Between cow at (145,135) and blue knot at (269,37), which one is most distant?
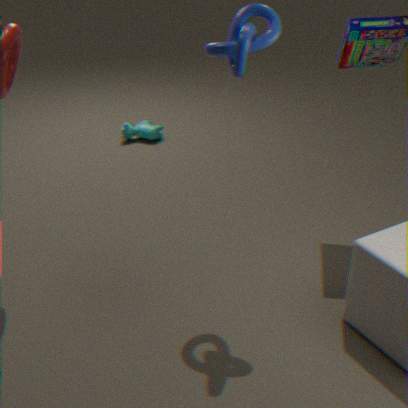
cow at (145,135)
